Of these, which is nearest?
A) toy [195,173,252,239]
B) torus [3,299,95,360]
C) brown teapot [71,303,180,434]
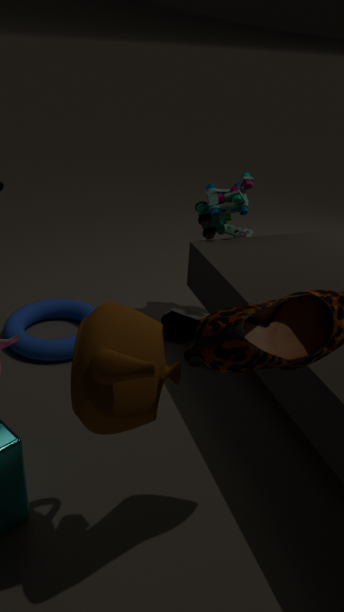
brown teapot [71,303,180,434]
